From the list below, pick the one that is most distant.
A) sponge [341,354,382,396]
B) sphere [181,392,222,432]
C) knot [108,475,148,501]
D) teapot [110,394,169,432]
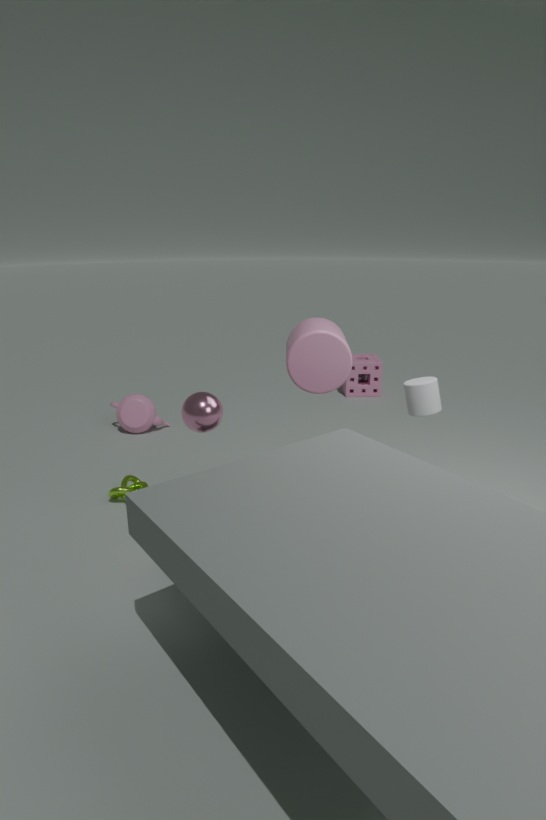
sponge [341,354,382,396]
